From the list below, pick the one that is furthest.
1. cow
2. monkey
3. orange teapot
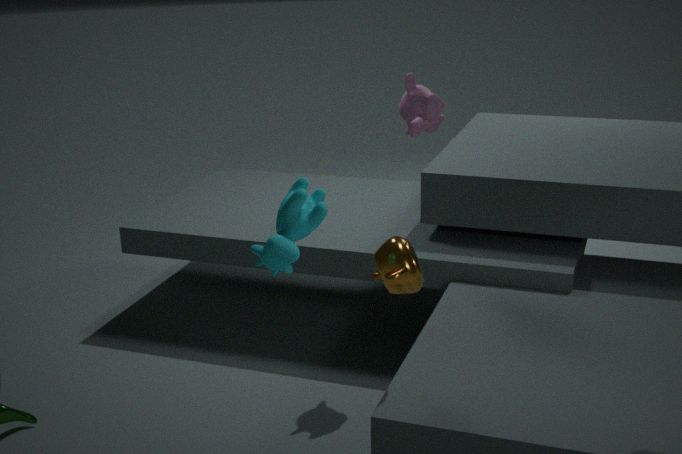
monkey
